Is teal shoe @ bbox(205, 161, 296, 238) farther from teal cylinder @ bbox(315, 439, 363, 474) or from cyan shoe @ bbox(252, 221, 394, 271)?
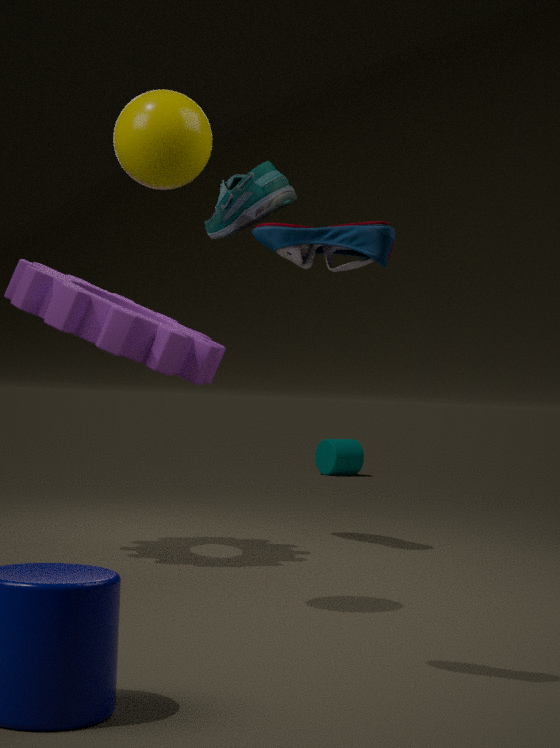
teal cylinder @ bbox(315, 439, 363, 474)
